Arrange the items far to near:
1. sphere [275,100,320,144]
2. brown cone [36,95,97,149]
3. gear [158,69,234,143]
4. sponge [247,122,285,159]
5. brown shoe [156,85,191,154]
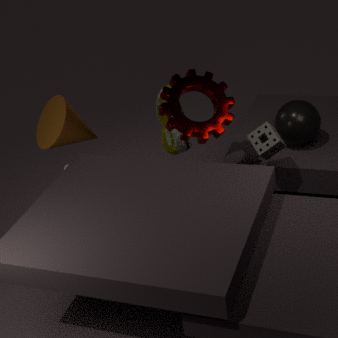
brown shoe [156,85,191,154], sphere [275,100,320,144], brown cone [36,95,97,149], sponge [247,122,285,159], gear [158,69,234,143]
